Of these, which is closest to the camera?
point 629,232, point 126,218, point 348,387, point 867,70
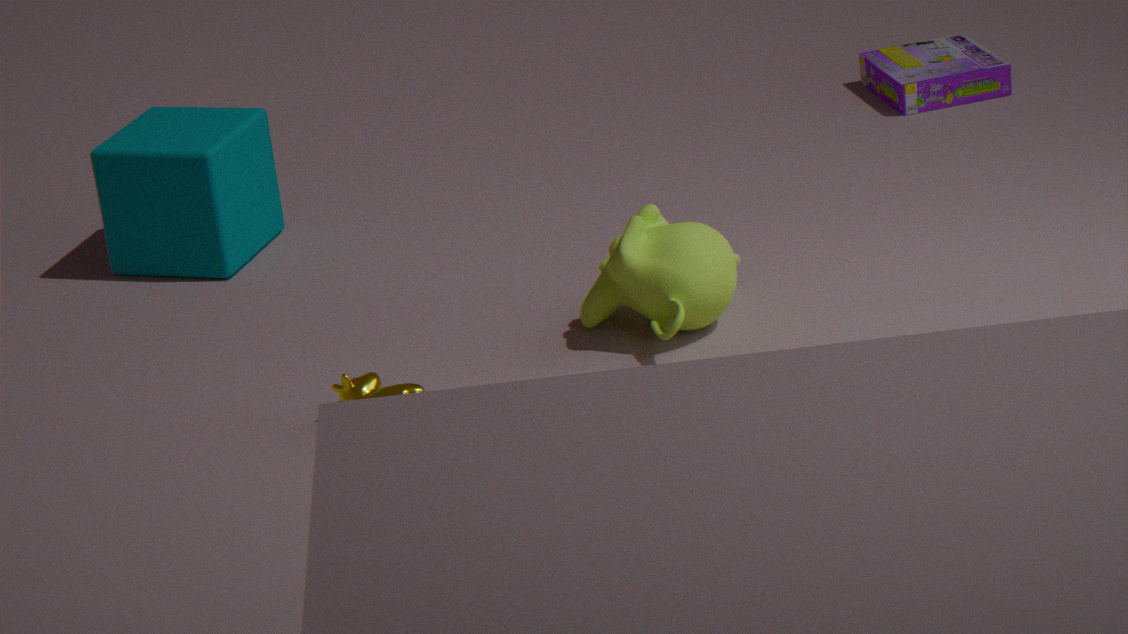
point 348,387
